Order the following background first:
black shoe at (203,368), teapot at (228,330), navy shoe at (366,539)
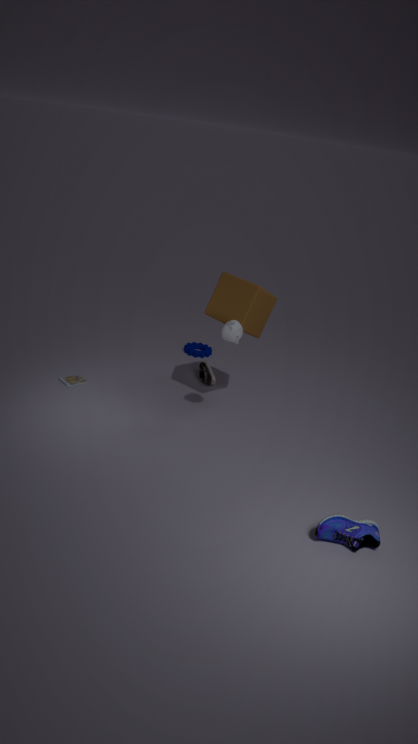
1. black shoe at (203,368)
2. teapot at (228,330)
3. navy shoe at (366,539)
